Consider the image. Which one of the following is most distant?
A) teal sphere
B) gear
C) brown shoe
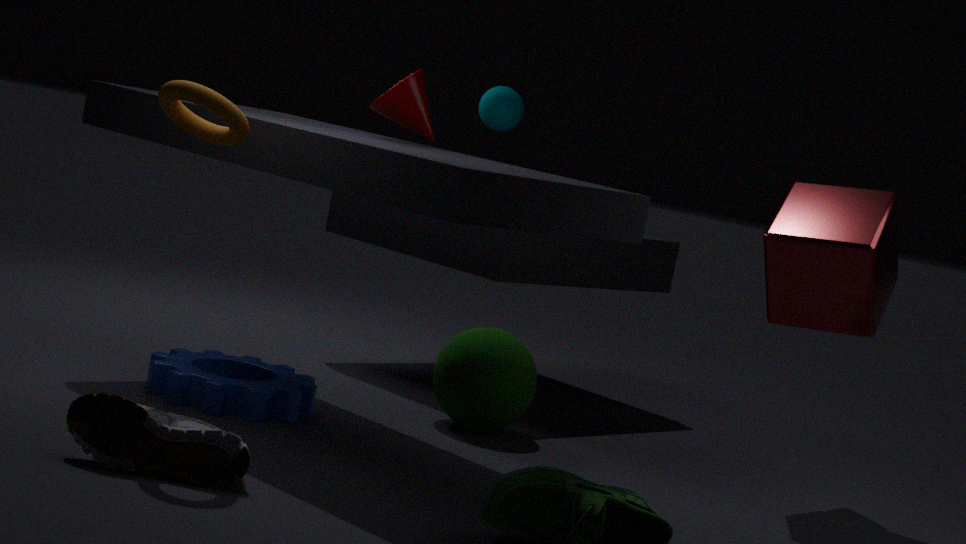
teal sphere
